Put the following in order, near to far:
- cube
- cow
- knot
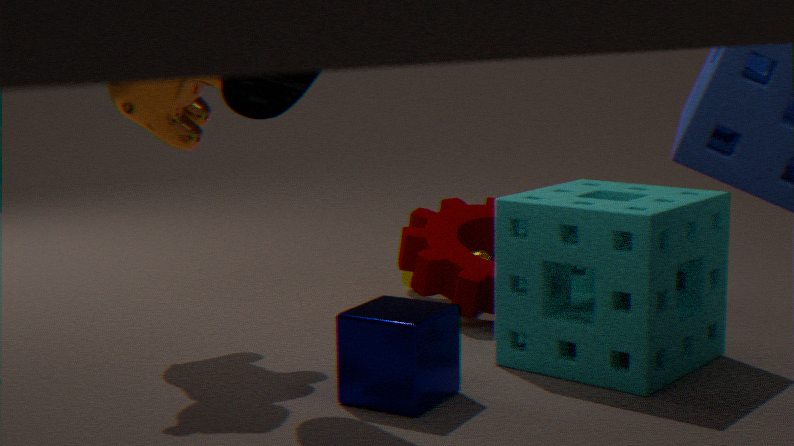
cube < cow < knot
